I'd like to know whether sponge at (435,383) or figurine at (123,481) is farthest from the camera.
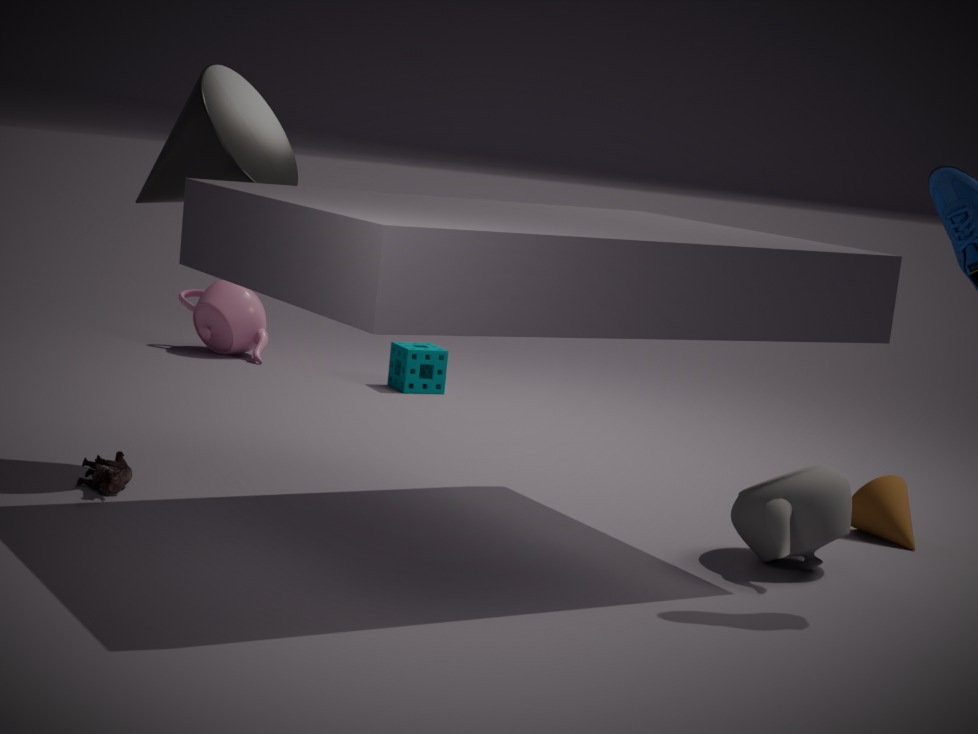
sponge at (435,383)
